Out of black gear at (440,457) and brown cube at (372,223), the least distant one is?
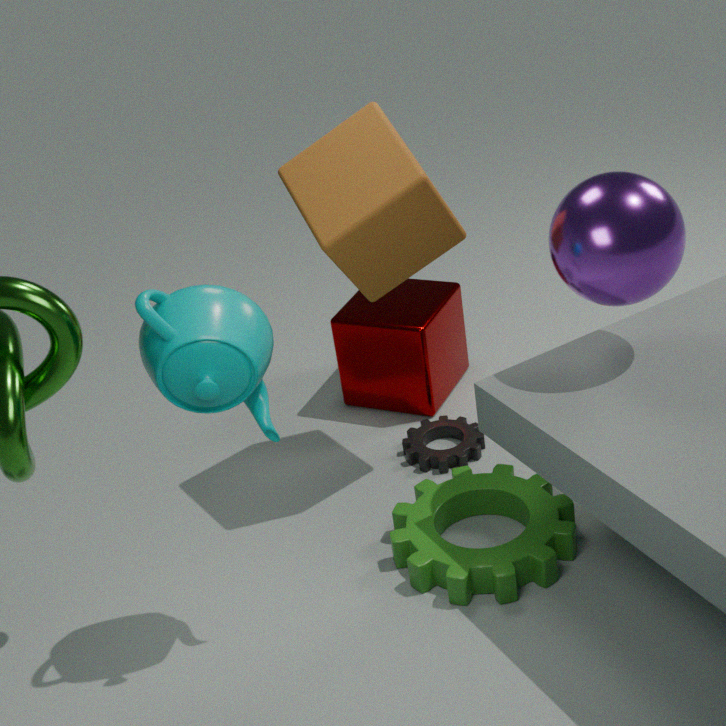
brown cube at (372,223)
